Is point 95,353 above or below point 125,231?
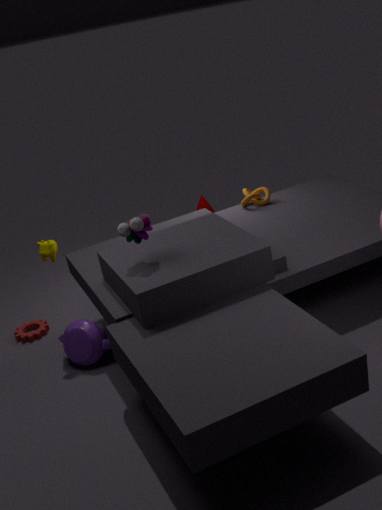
below
